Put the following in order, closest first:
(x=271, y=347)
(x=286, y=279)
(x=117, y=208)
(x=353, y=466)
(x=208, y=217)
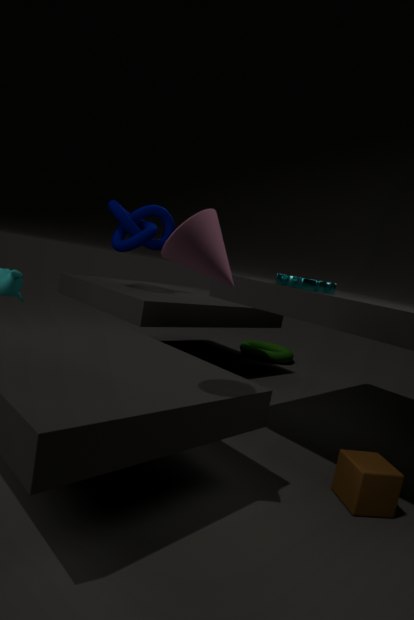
(x=208, y=217) → (x=353, y=466) → (x=286, y=279) → (x=117, y=208) → (x=271, y=347)
